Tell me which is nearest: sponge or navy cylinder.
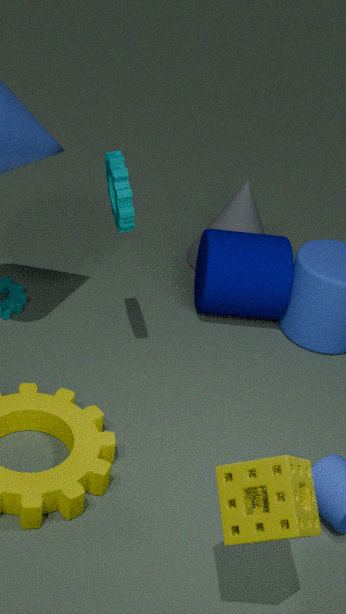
sponge
